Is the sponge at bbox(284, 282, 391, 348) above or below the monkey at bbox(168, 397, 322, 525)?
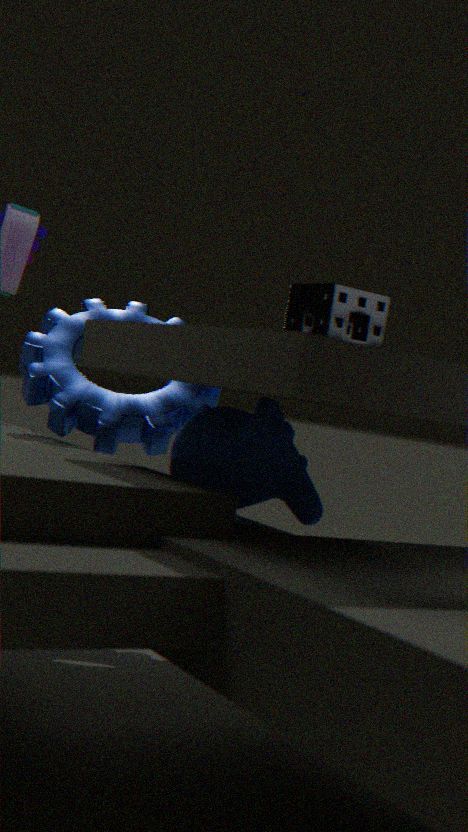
above
